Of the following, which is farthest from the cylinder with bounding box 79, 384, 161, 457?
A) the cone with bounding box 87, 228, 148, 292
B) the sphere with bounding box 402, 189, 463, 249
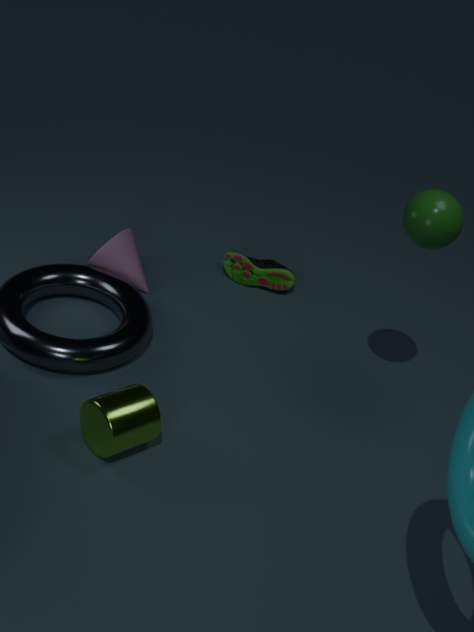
the sphere with bounding box 402, 189, 463, 249
